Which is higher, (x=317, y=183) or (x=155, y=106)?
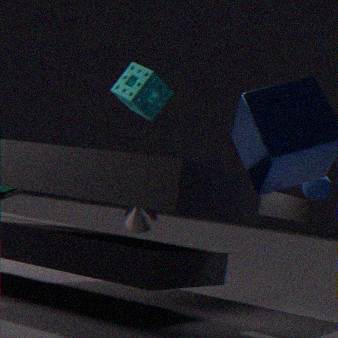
(x=155, y=106)
